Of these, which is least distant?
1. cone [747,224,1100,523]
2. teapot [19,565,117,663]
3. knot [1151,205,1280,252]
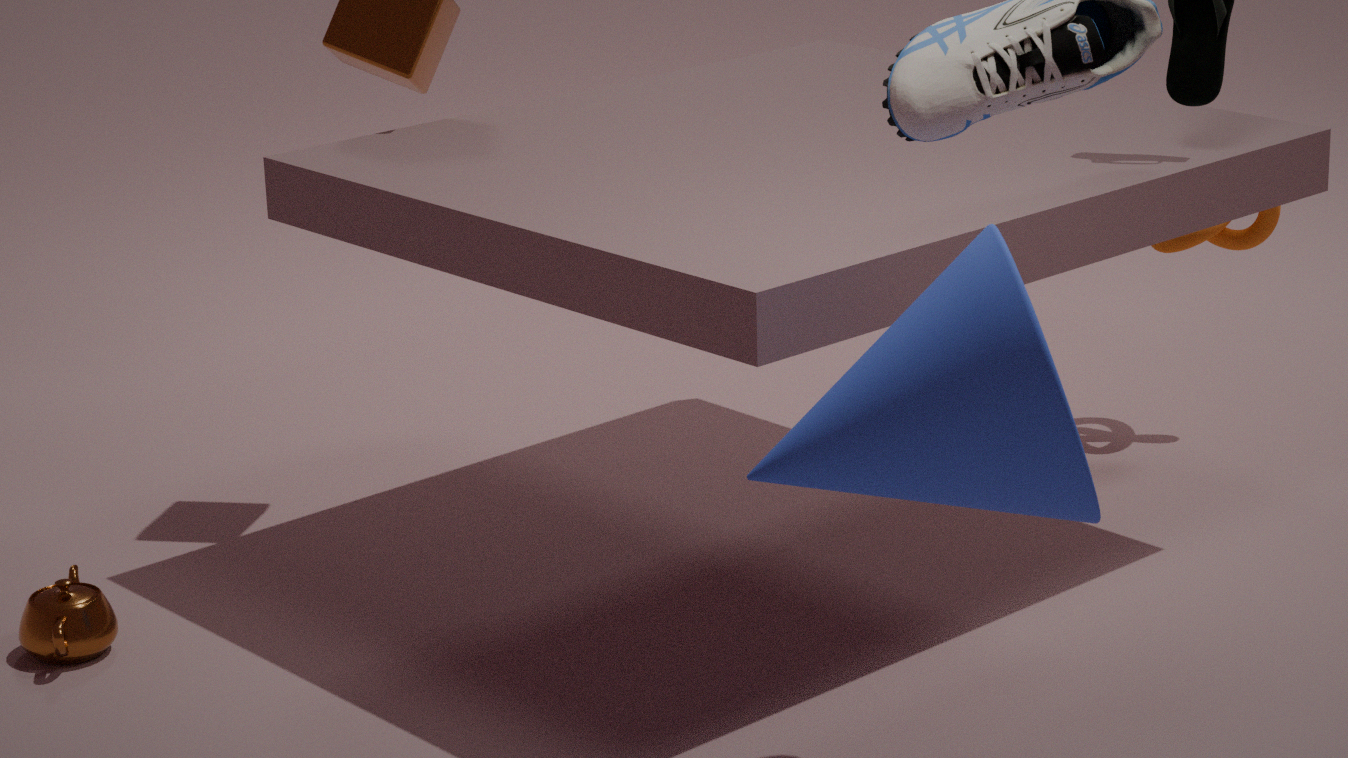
cone [747,224,1100,523]
